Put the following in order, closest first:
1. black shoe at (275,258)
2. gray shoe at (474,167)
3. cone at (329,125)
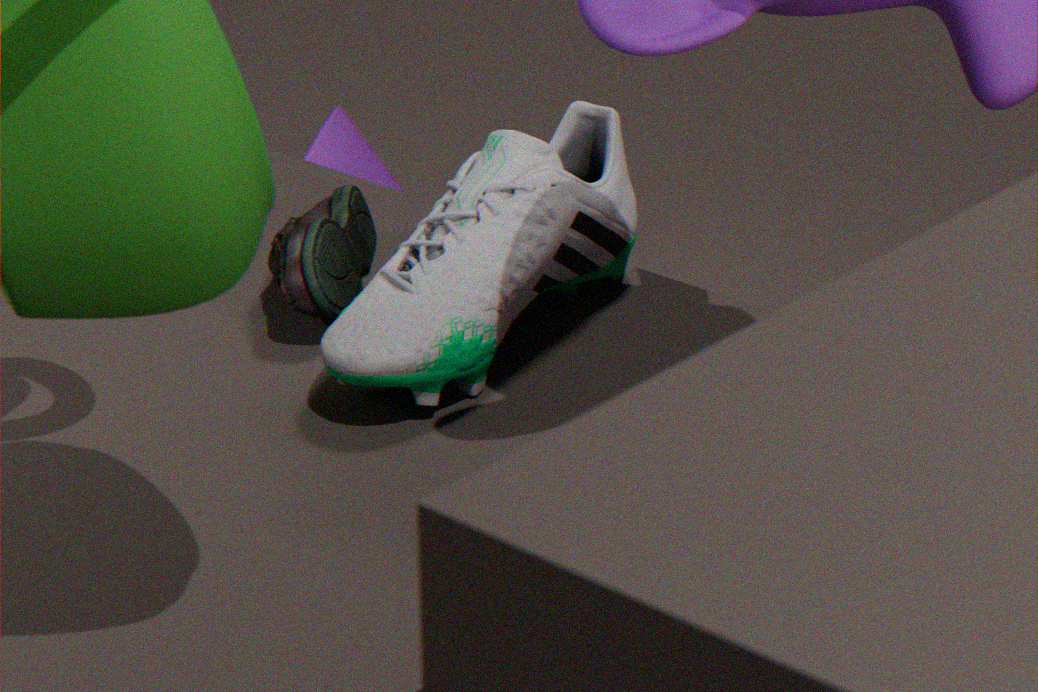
gray shoe at (474,167)
black shoe at (275,258)
cone at (329,125)
